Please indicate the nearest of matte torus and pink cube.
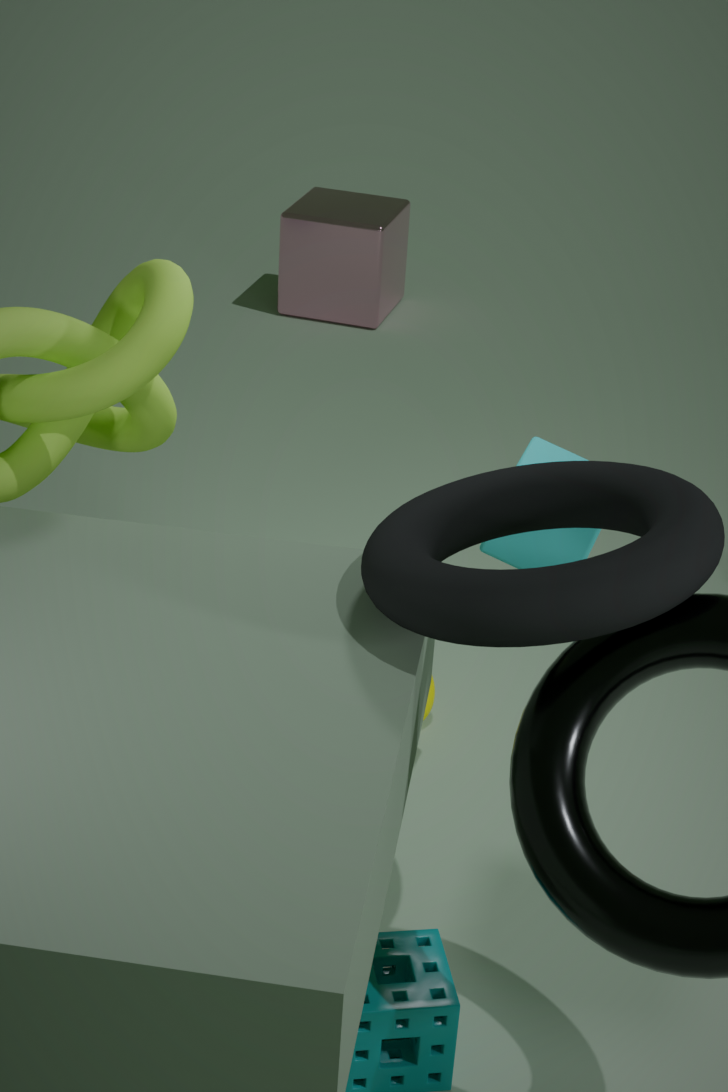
matte torus
